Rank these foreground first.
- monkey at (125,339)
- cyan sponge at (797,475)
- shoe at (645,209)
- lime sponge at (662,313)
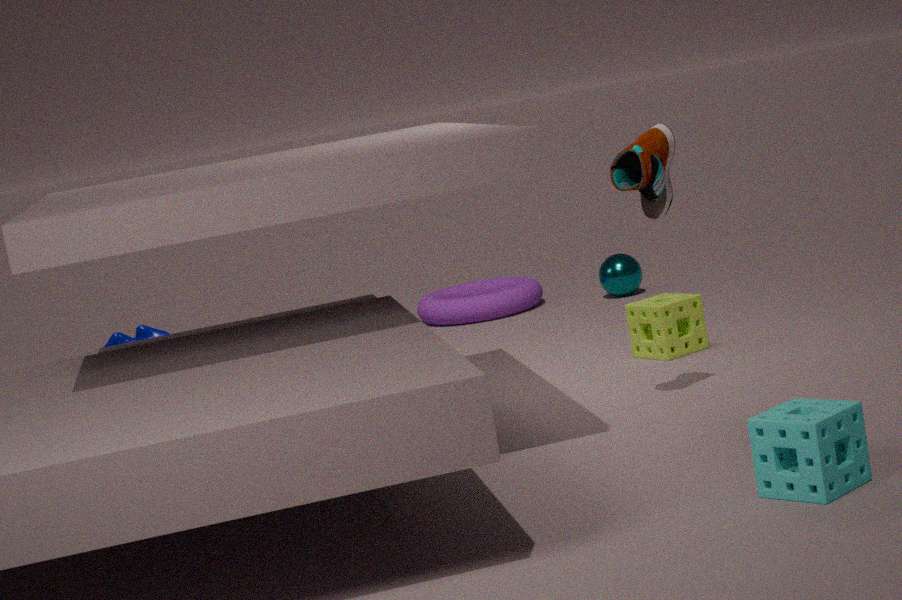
cyan sponge at (797,475)
shoe at (645,209)
lime sponge at (662,313)
monkey at (125,339)
